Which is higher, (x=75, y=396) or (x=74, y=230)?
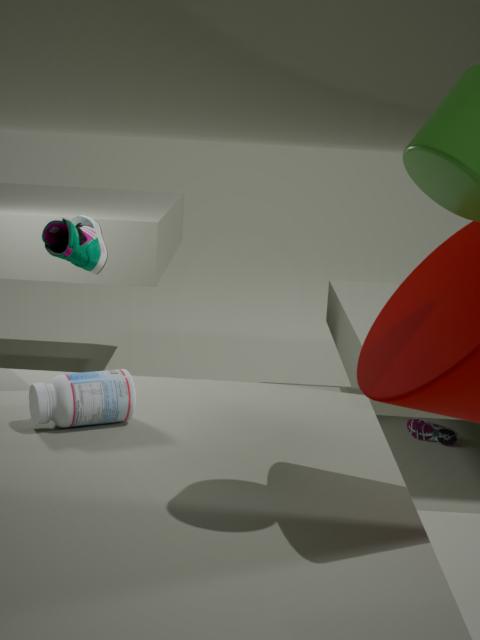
(x=74, y=230)
